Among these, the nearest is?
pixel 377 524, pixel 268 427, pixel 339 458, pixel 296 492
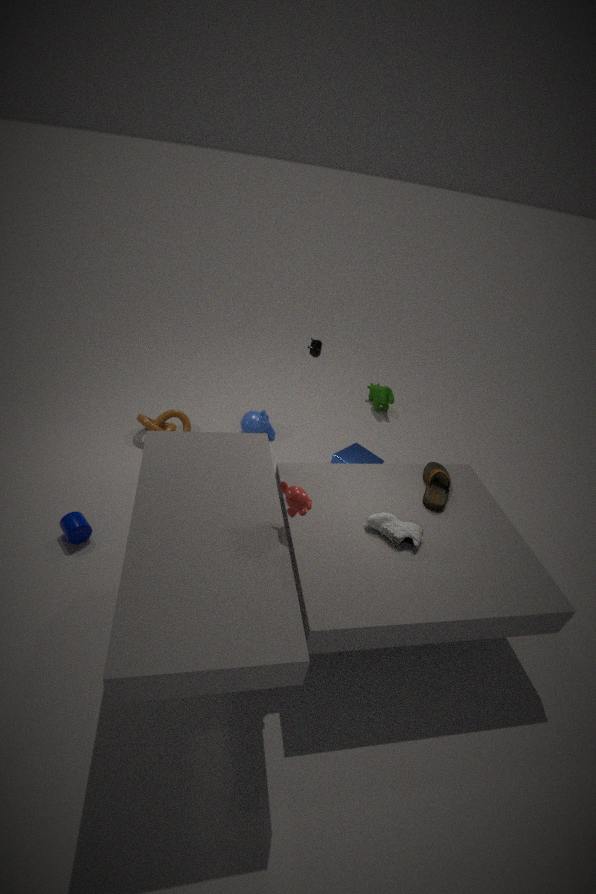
pixel 296 492
